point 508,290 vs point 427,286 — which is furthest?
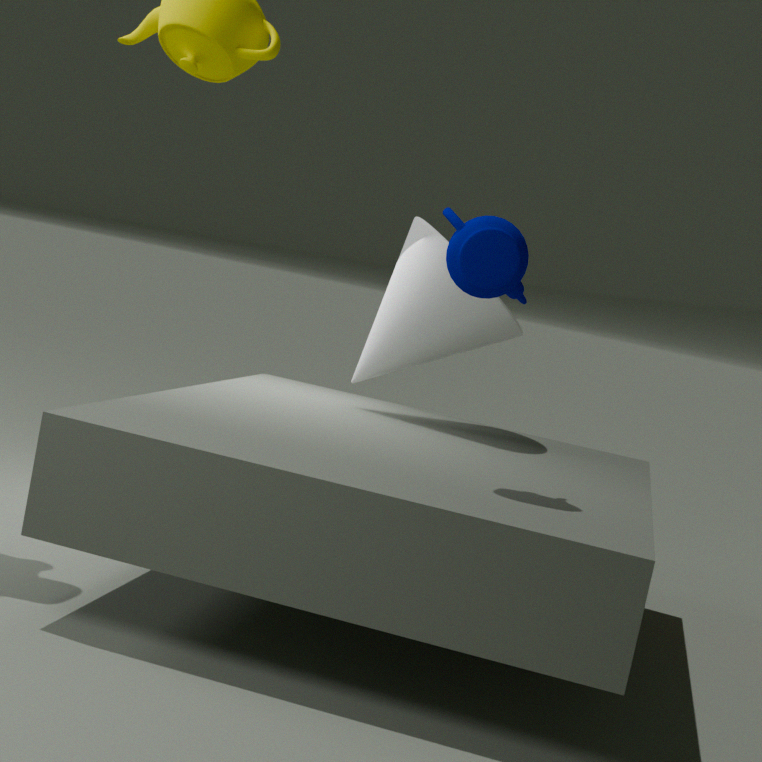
point 427,286
